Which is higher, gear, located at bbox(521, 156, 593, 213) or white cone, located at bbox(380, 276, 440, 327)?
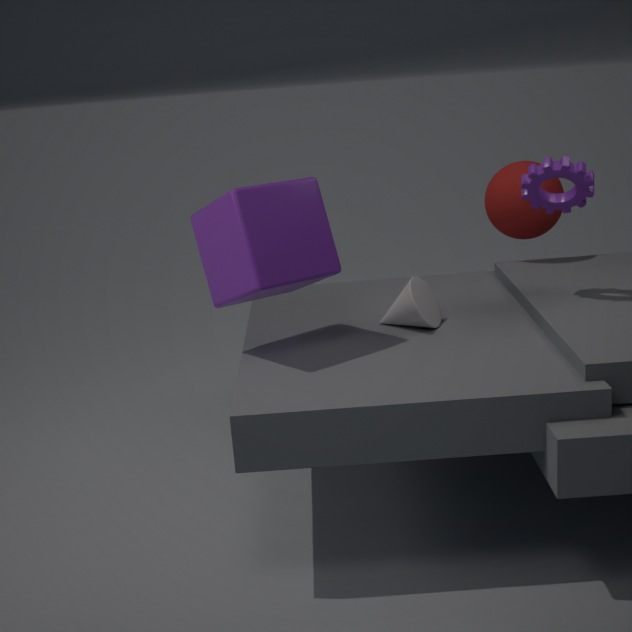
gear, located at bbox(521, 156, 593, 213)
